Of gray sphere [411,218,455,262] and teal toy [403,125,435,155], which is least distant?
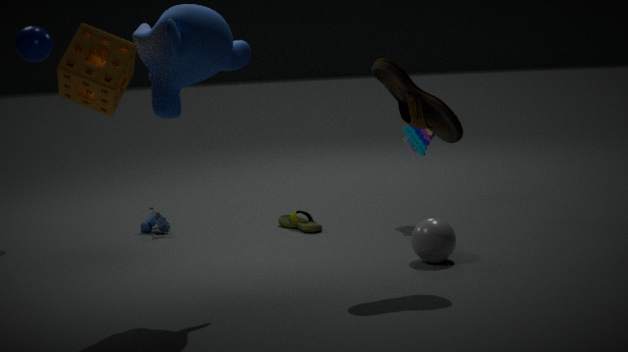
gray sphere [411,218,455,262]
